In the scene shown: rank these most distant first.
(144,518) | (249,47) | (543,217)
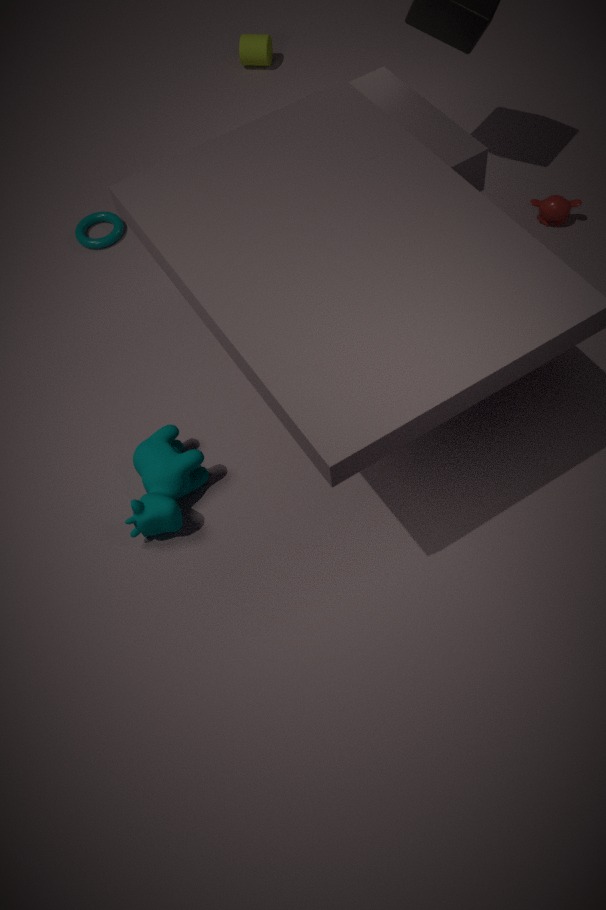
1. (249,47)
2. (543,217)
3. (144,518)
